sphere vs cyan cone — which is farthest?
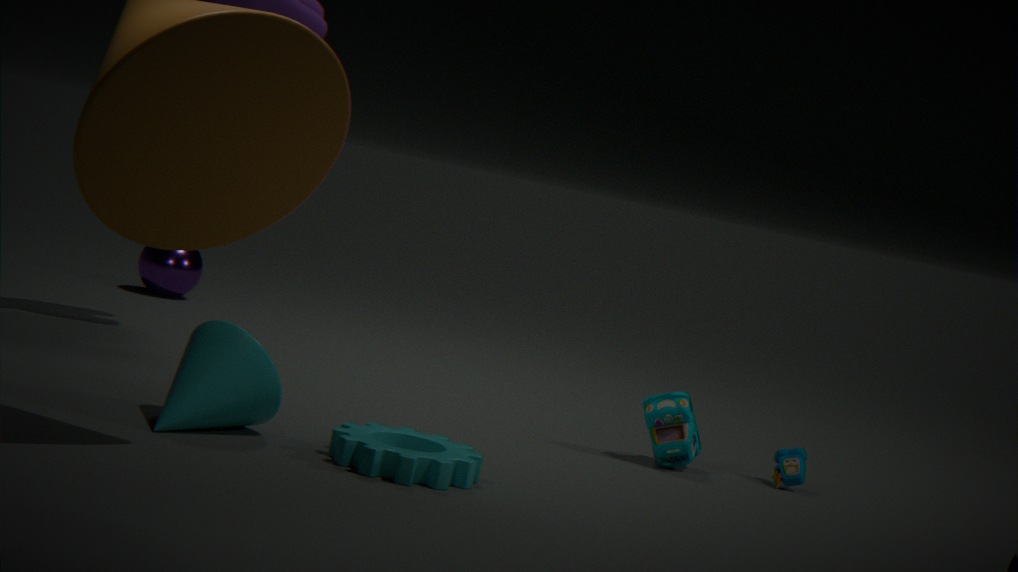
sphere
